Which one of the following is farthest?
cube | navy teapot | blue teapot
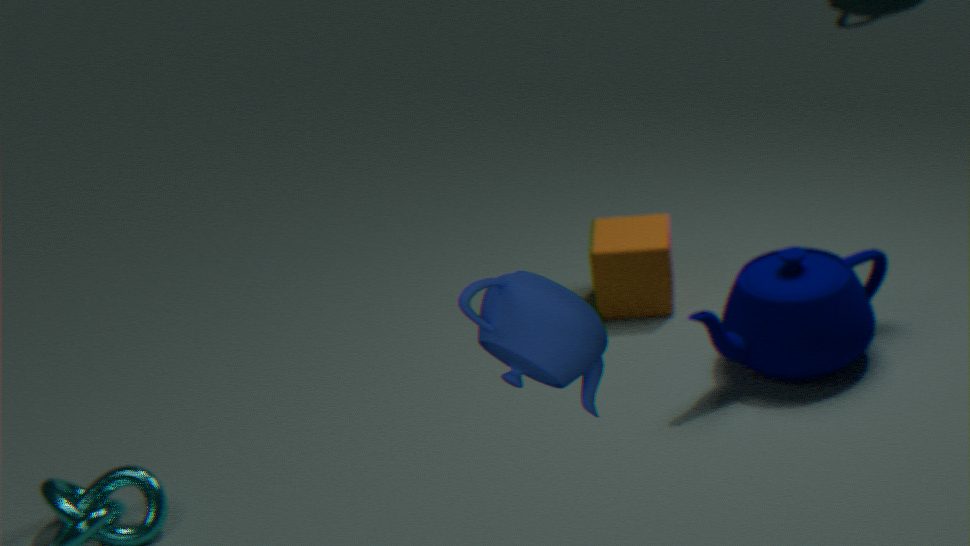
cube
